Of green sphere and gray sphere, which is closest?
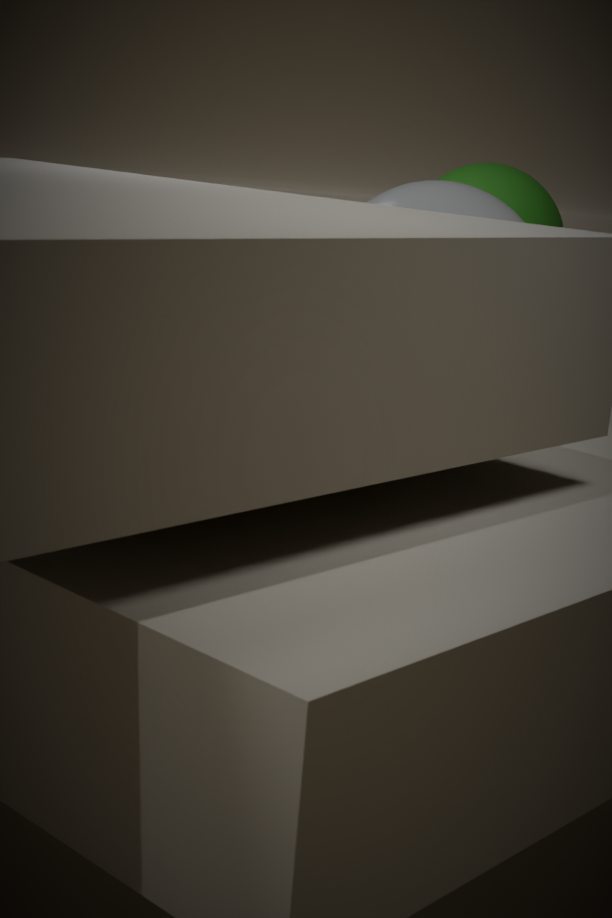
gray sphere
